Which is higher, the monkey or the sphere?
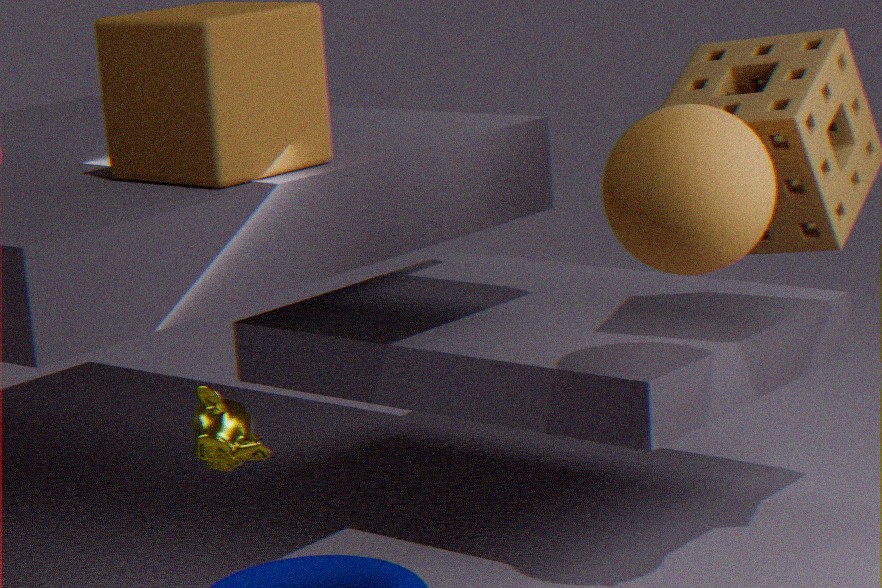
the sphere
